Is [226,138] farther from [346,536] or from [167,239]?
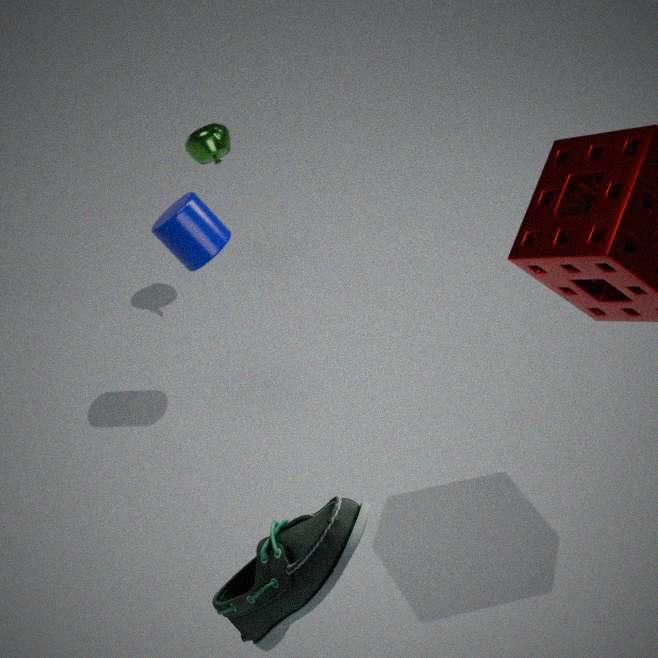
[346,536]
